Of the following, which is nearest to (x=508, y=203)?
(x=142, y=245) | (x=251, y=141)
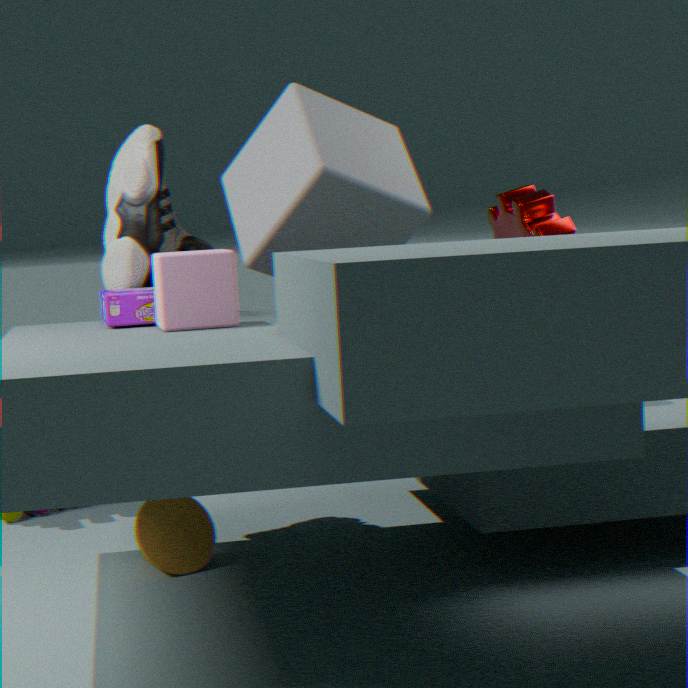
(x=251, y=141)
